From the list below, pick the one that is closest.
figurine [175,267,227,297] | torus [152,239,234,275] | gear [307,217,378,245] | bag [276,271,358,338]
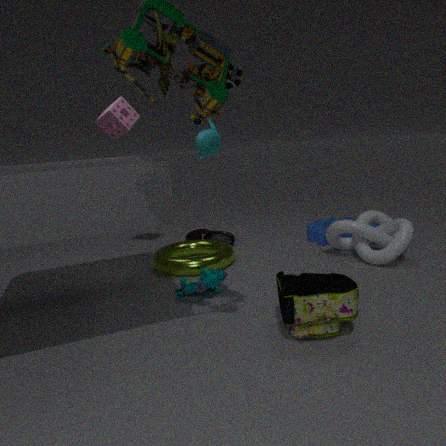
bag [276,271,358,338]
